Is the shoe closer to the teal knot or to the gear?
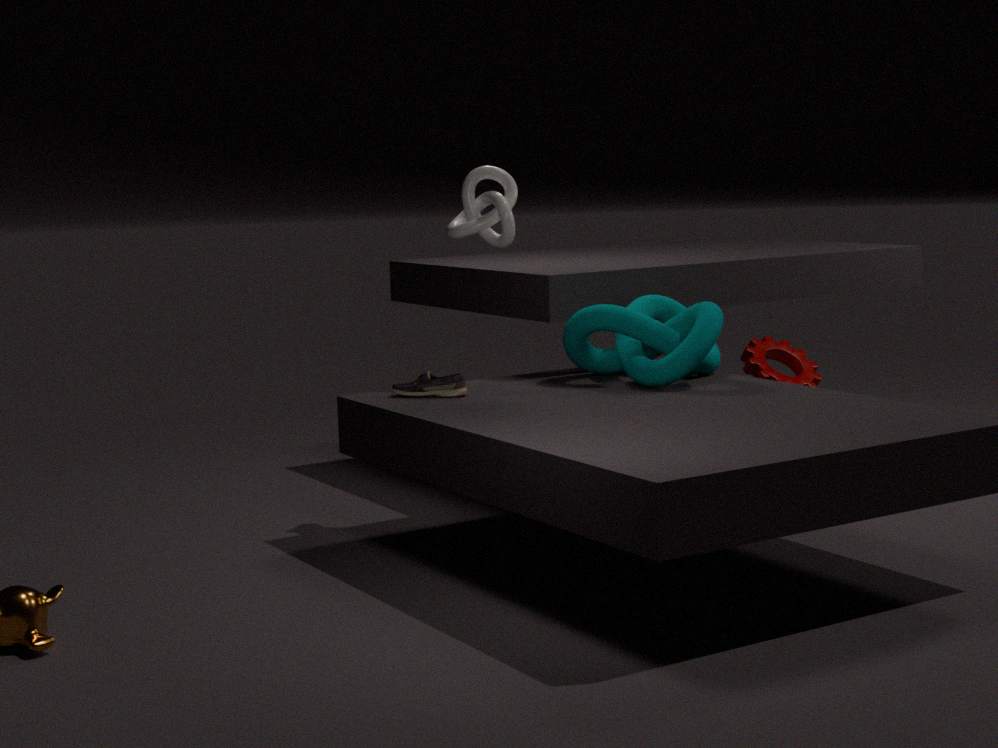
the teal knot
